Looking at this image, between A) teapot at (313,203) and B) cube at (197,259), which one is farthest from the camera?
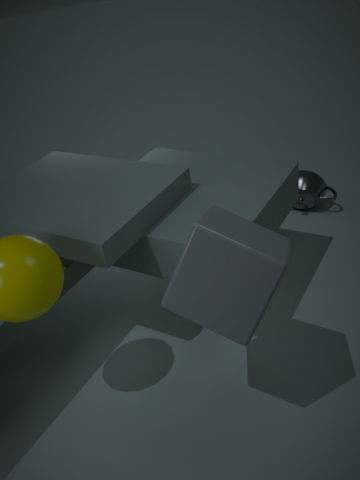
A. teapot at (313,203)
